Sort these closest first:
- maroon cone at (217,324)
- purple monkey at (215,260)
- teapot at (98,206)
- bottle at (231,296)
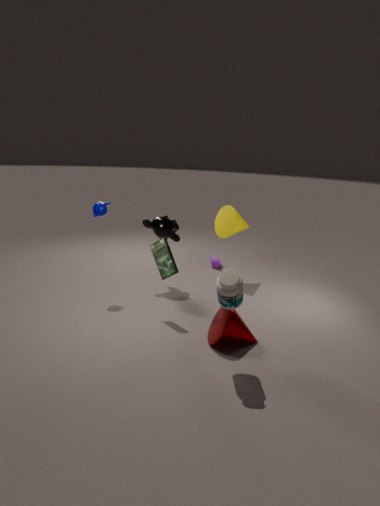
bottle at (231,296), maroon cone at (217,324), teapot at (98,206), purple monkey at (215,260)
